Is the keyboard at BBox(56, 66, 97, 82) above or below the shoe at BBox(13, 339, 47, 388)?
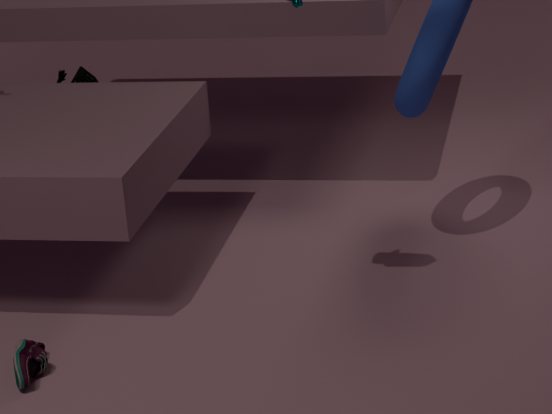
above
